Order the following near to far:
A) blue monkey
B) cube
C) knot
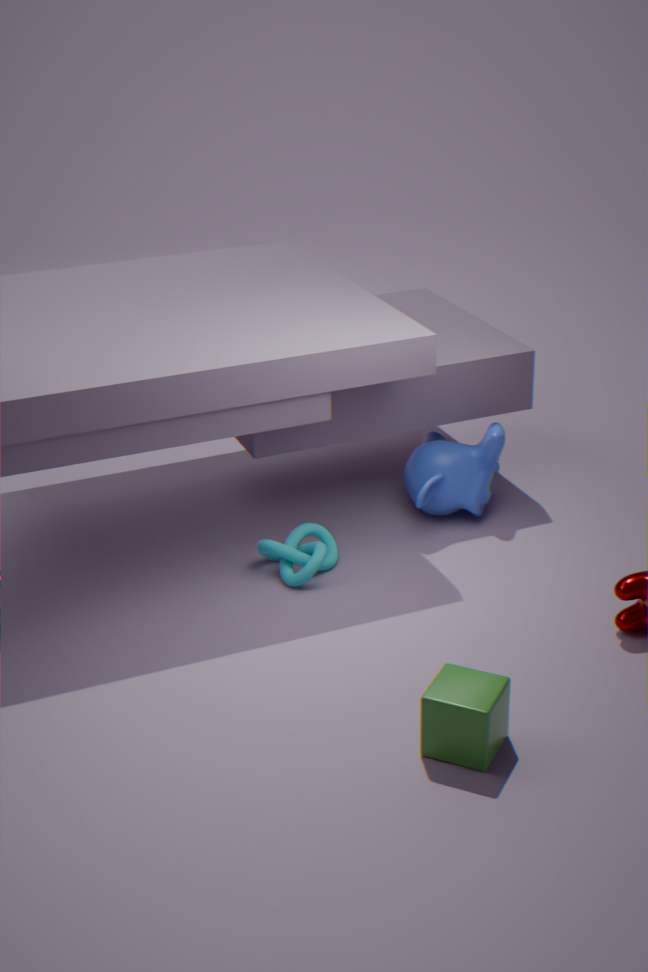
cube → knot → blue monkey
